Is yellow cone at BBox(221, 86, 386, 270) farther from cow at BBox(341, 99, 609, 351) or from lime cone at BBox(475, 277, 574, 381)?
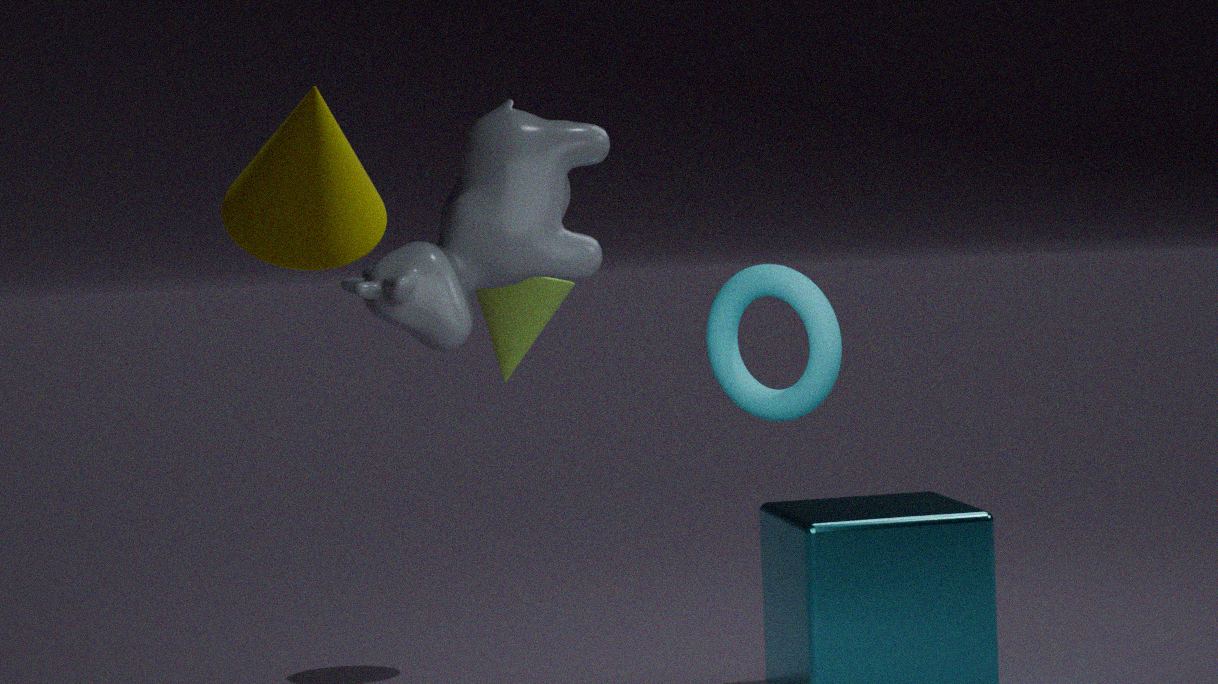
lime cone at BBox(475, 277, 574, 381)
